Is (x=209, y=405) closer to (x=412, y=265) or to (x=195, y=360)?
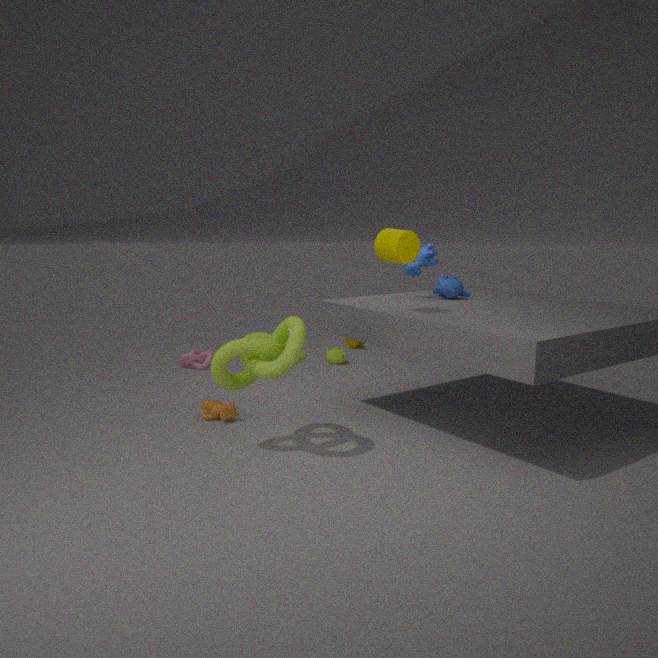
(x=195, y=360)
